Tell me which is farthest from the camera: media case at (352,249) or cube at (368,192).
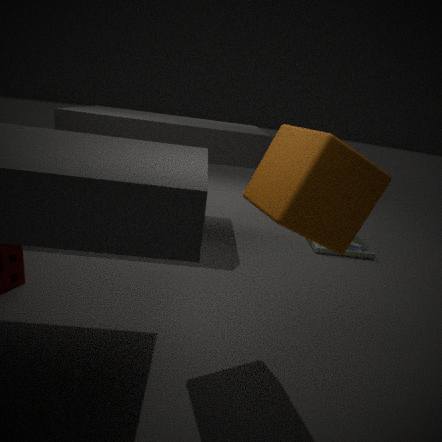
media case at (352,249)
